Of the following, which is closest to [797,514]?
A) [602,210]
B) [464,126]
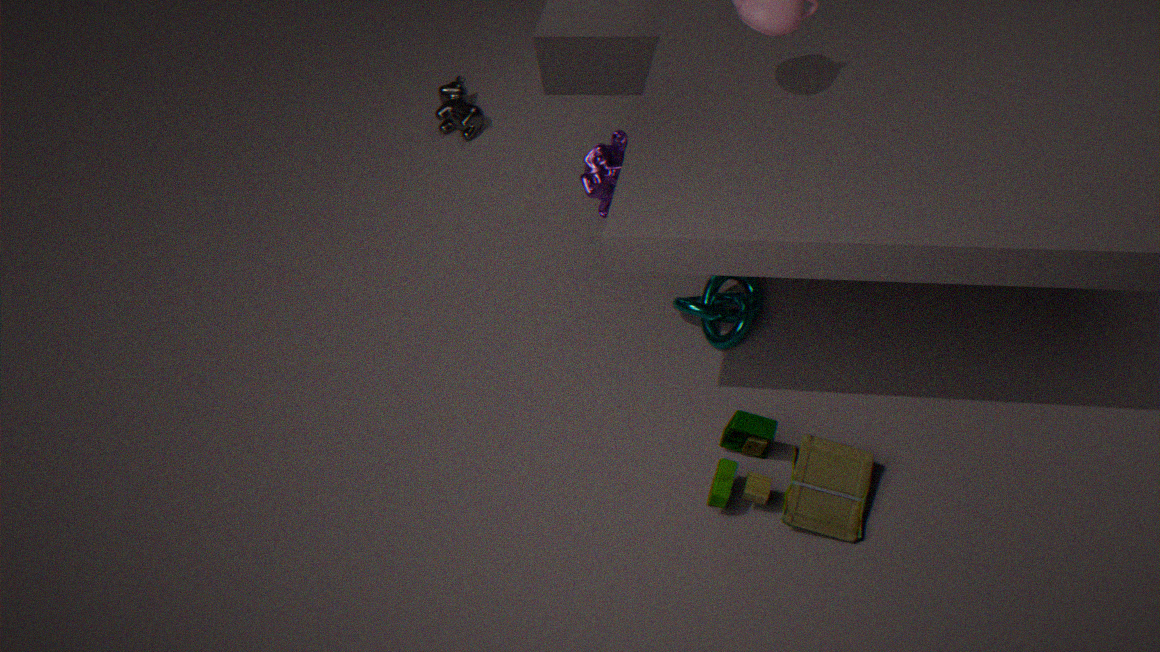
[602,210]
